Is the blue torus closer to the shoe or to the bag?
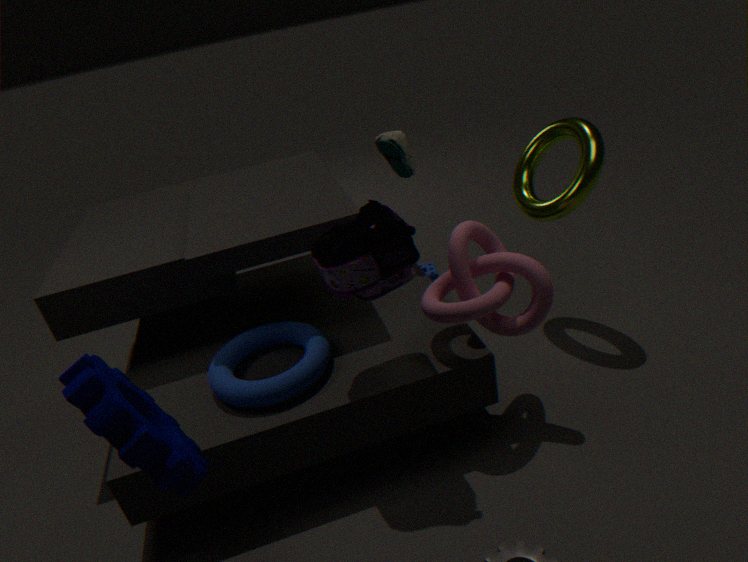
the bag
